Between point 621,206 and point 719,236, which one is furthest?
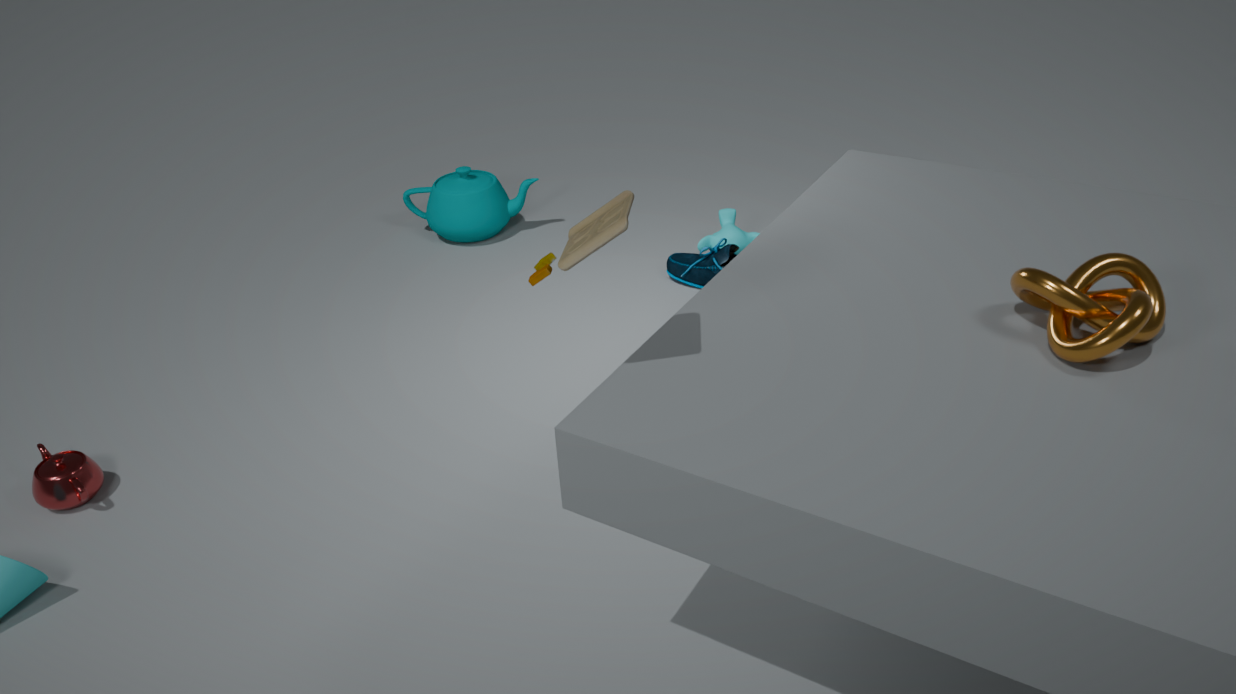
point 719,236
